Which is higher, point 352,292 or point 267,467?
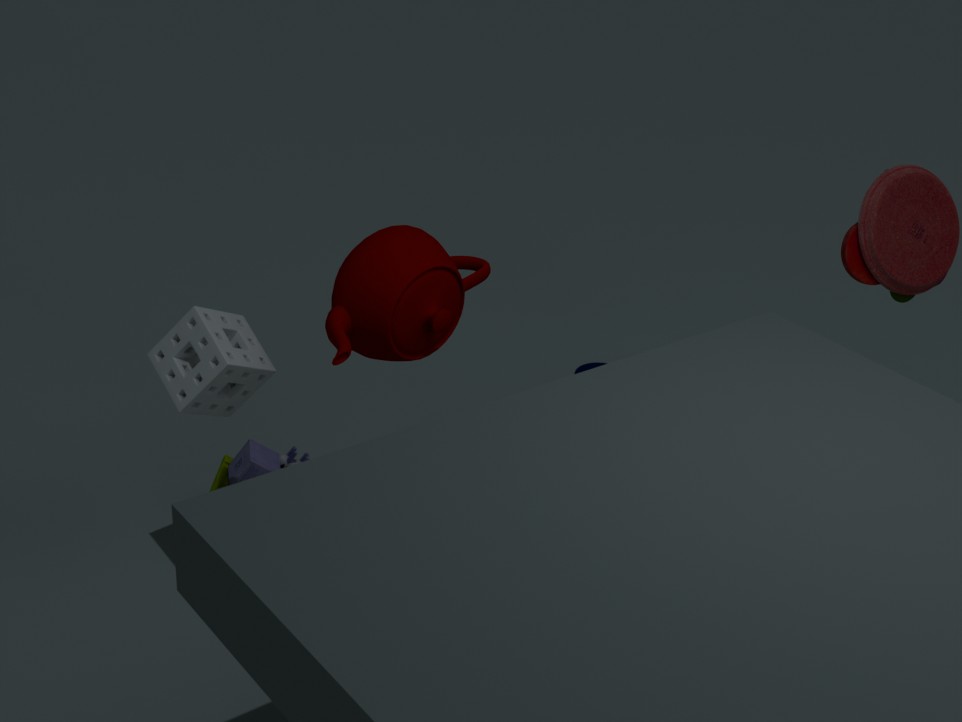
point 352,292
